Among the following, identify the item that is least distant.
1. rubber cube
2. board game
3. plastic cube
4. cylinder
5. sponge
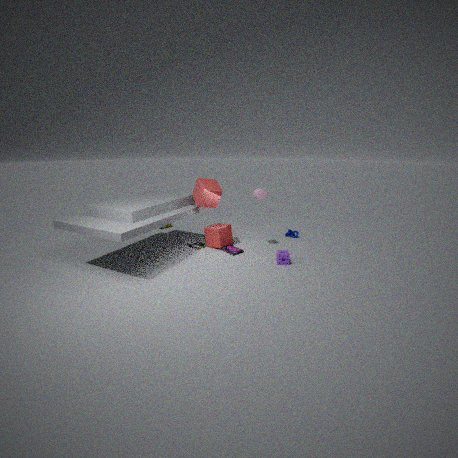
sponge
